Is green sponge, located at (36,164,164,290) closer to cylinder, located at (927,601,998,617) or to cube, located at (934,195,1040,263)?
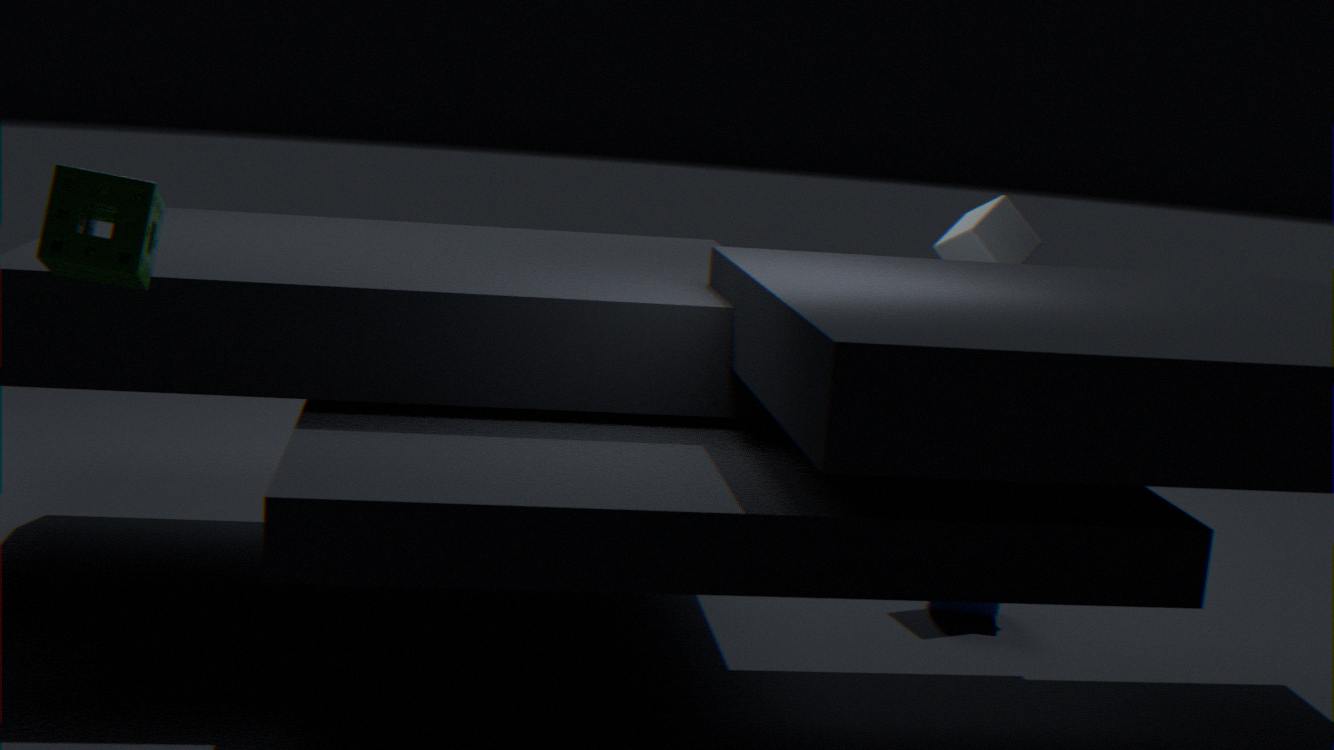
cylinder, located at (927,601,998,617)
